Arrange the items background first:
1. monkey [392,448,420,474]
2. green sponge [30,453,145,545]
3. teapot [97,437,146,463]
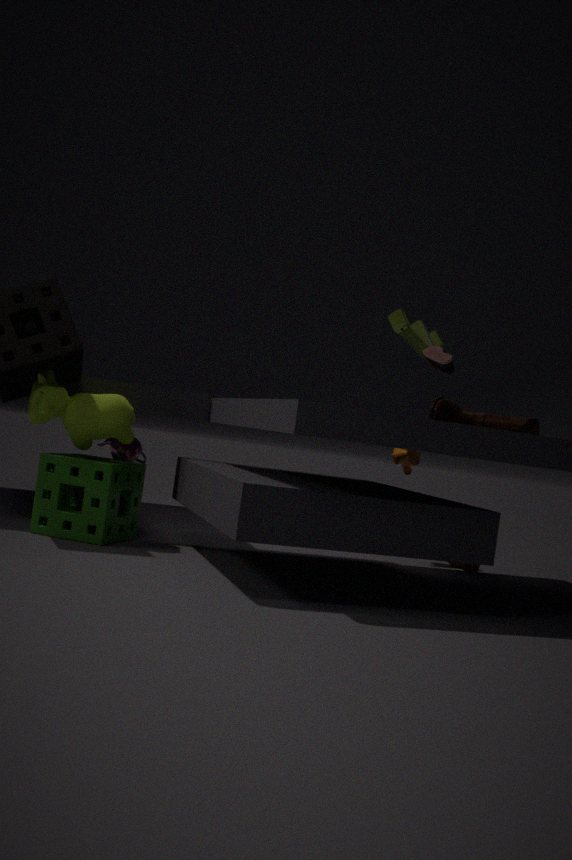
monkey [392,448,420,474], teapot [97,437,146,463], green sponge [30,453,145,545]
